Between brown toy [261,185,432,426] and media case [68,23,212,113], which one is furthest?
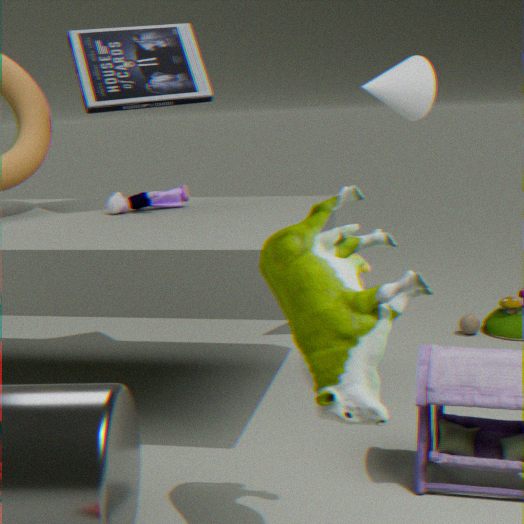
media case [68,23,212,113]
